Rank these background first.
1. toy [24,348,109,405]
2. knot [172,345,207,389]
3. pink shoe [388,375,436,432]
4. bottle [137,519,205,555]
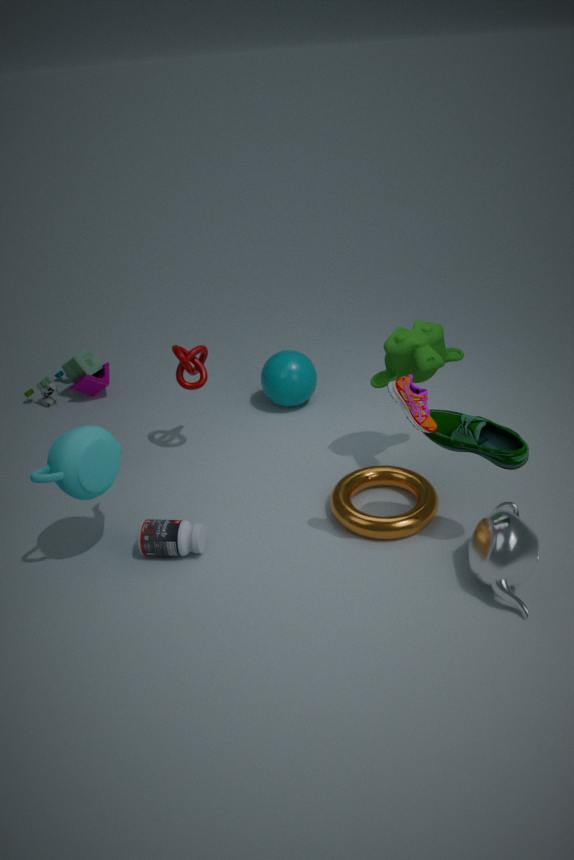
toy [24,348,109,405], knot [172,345,207,389], bottle [137,519,205,555], pink shoe [388,375,436,432]
